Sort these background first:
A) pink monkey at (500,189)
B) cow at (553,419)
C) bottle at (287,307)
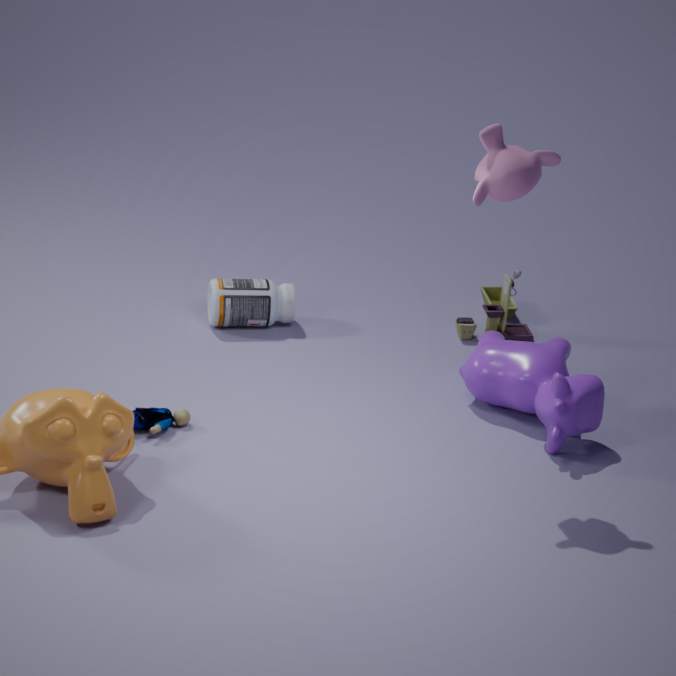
bottle at (287,307)
cow at (553,419)
pink monkey at (500,189)
